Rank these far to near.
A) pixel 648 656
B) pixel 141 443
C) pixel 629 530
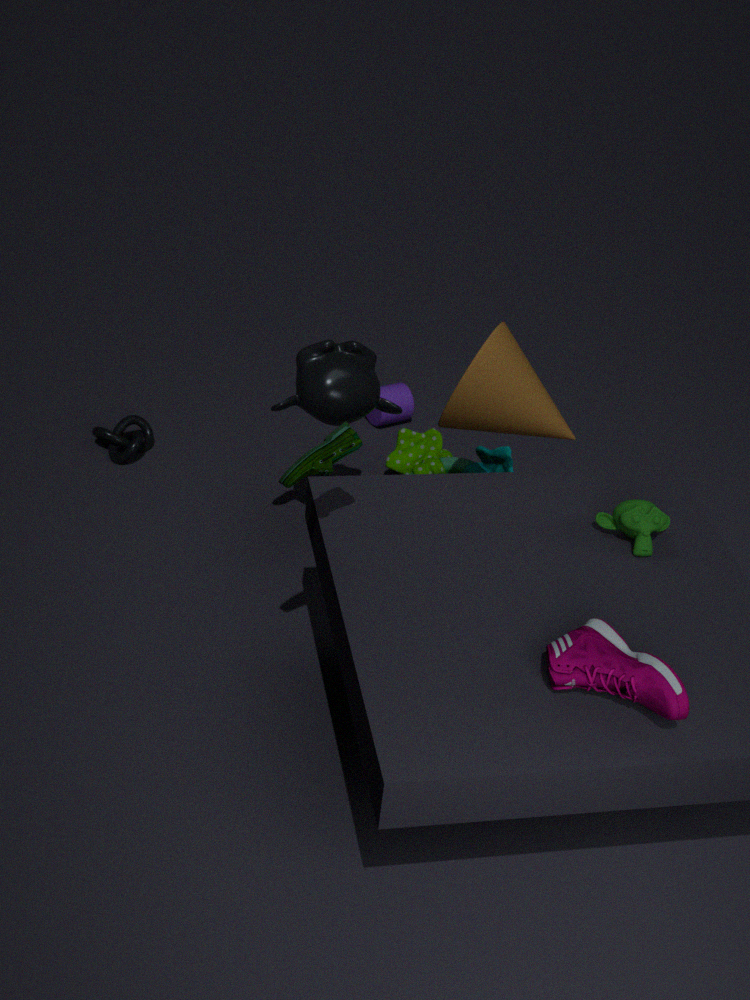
1. pixel 141 443
2. pixel 629 530
3. pixel 648 656
